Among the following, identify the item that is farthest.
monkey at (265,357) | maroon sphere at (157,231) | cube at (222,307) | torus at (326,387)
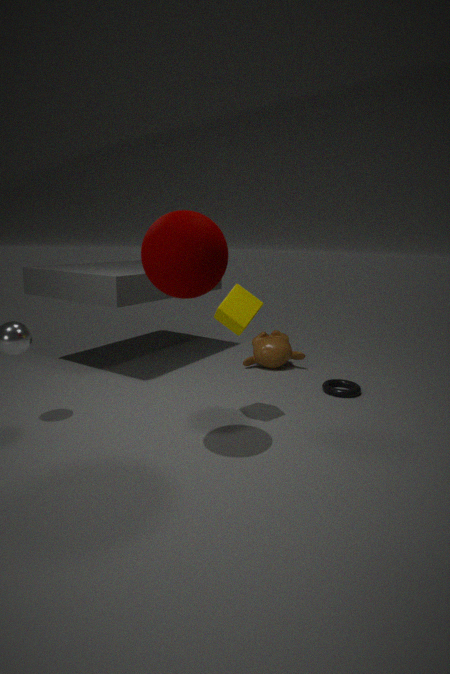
monkey at (265,357)
